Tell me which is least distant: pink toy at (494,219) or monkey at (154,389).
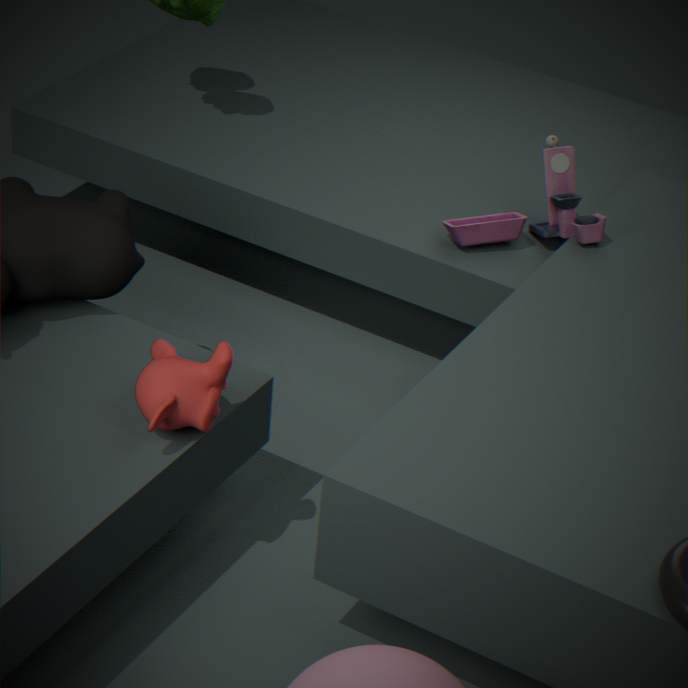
monkey at (154,389)
